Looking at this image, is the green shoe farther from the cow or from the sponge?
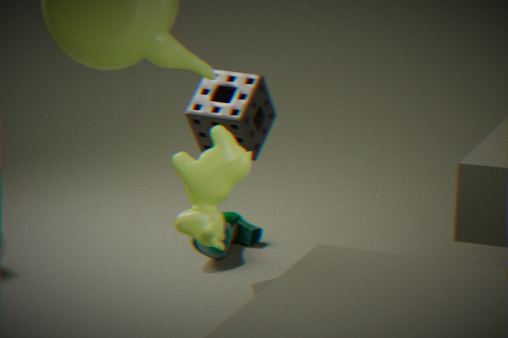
the cow
